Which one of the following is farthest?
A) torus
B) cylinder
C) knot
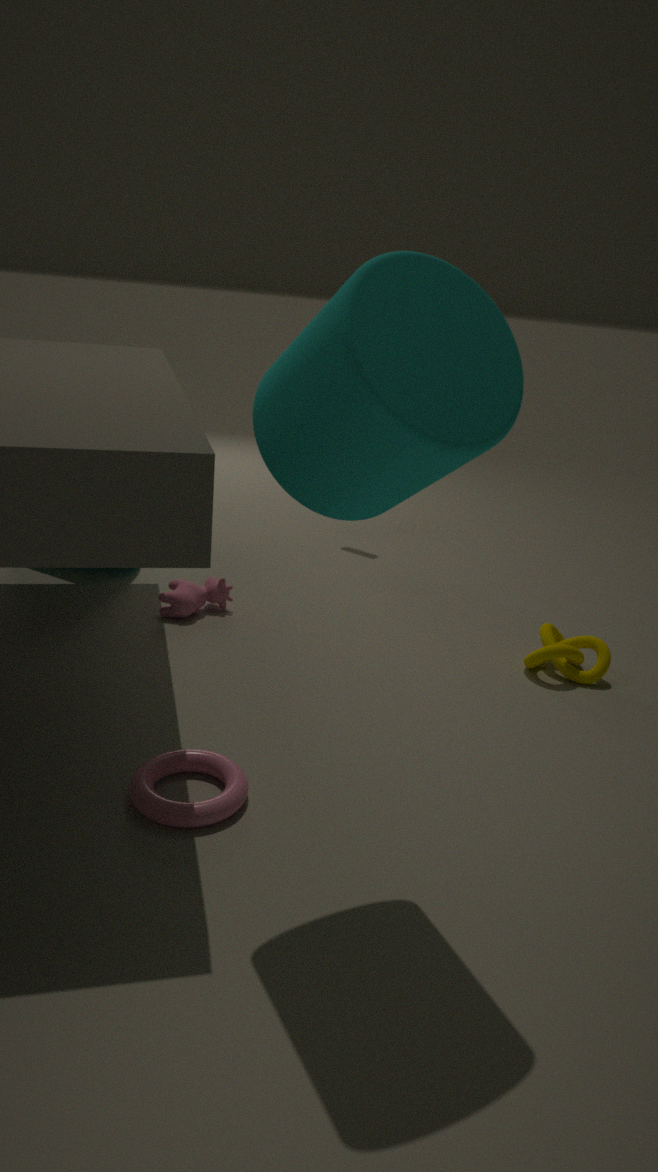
C. knot
